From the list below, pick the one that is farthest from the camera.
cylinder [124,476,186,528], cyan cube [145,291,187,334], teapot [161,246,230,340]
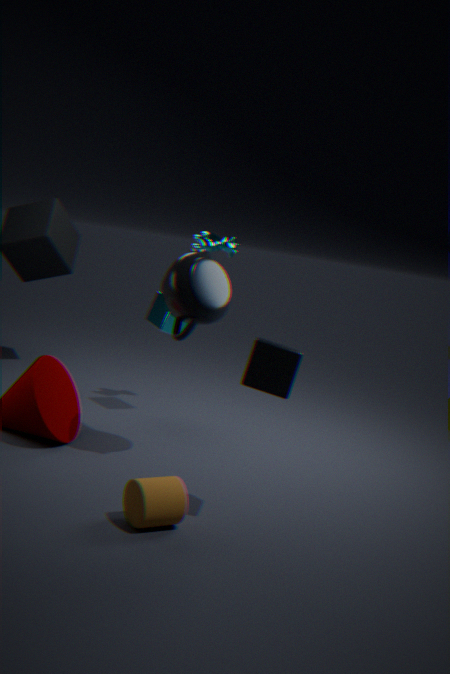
cyan cube [145,291,187,334]
